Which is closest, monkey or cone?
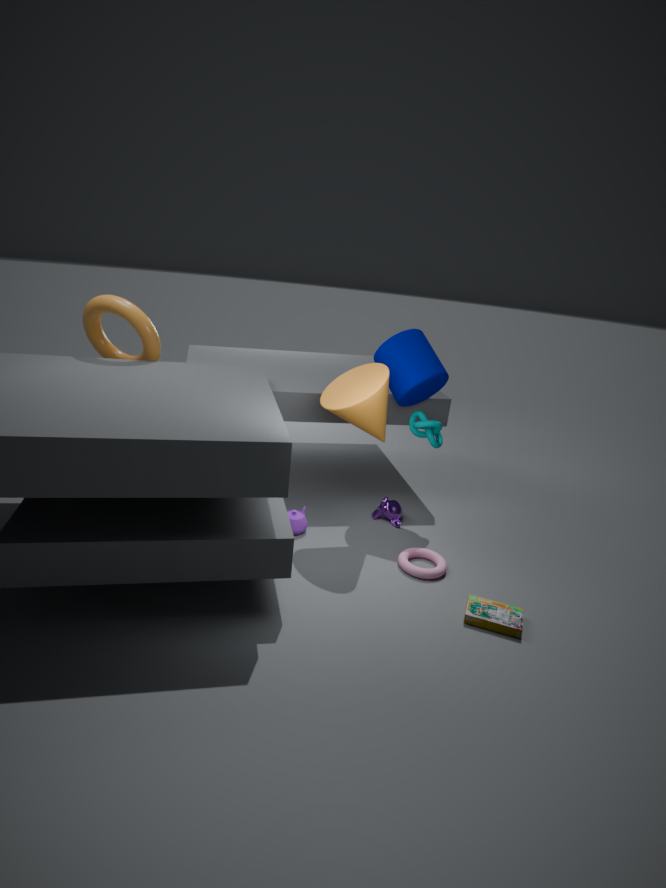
cone
